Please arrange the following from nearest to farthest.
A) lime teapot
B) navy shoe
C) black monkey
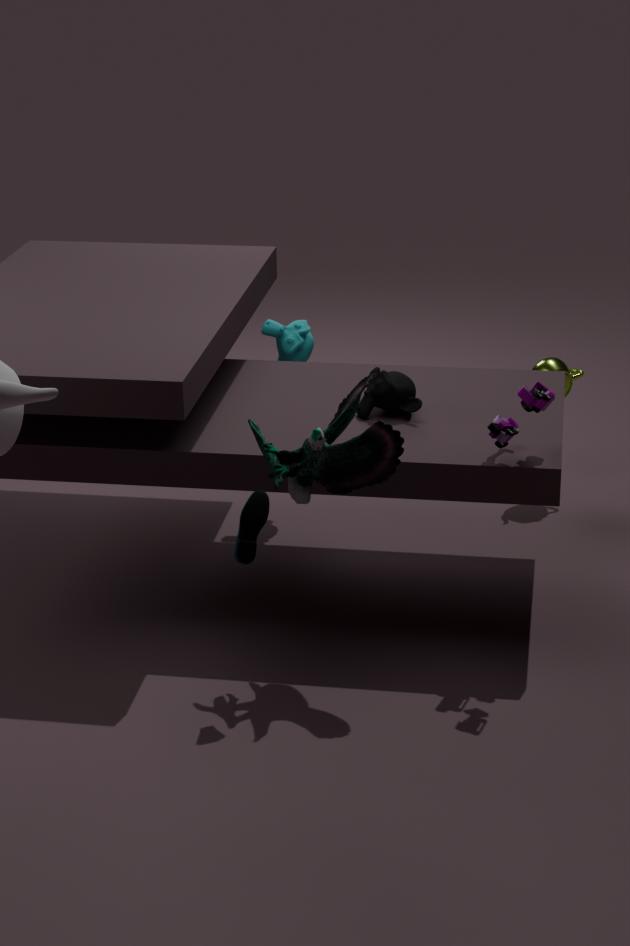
B. navy shoe
C. black monkey
A. lime teapot
